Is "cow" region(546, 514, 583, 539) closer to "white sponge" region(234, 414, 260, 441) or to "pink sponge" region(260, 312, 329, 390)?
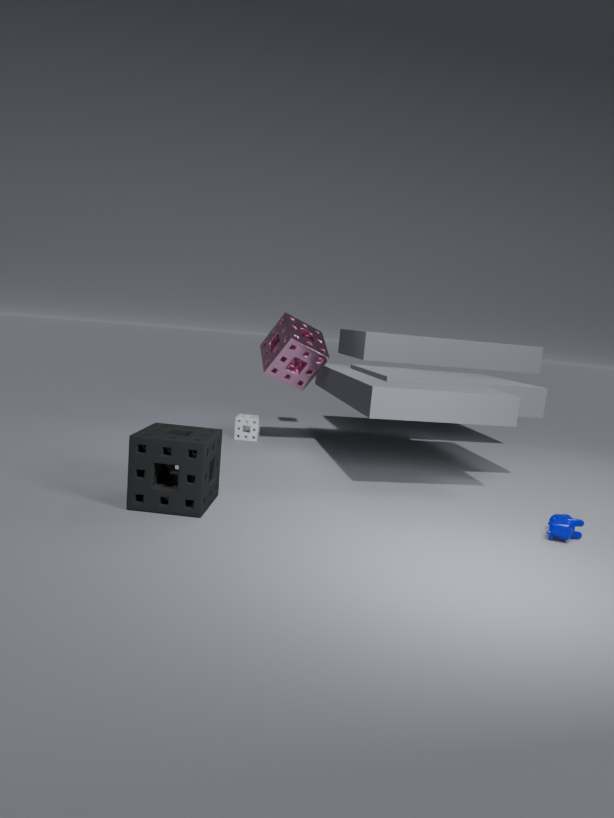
"pink sponge" region(260, 312, 329, 390)
